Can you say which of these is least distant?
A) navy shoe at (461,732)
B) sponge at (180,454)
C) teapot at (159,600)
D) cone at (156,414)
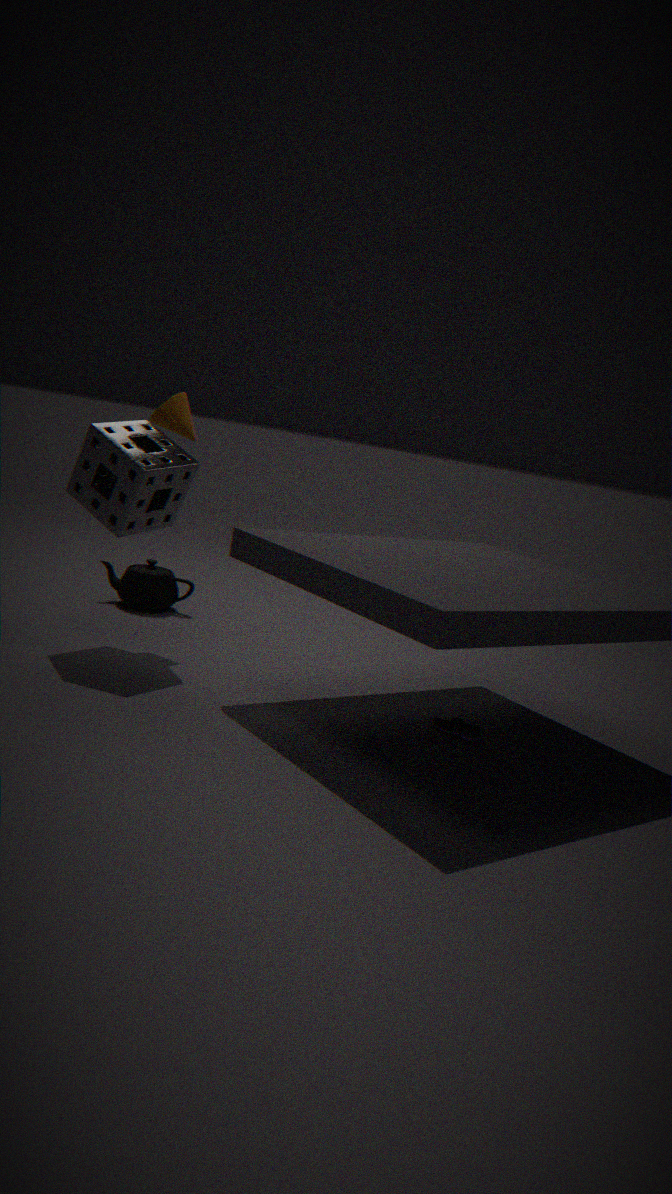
navy shoe at (461,732)
